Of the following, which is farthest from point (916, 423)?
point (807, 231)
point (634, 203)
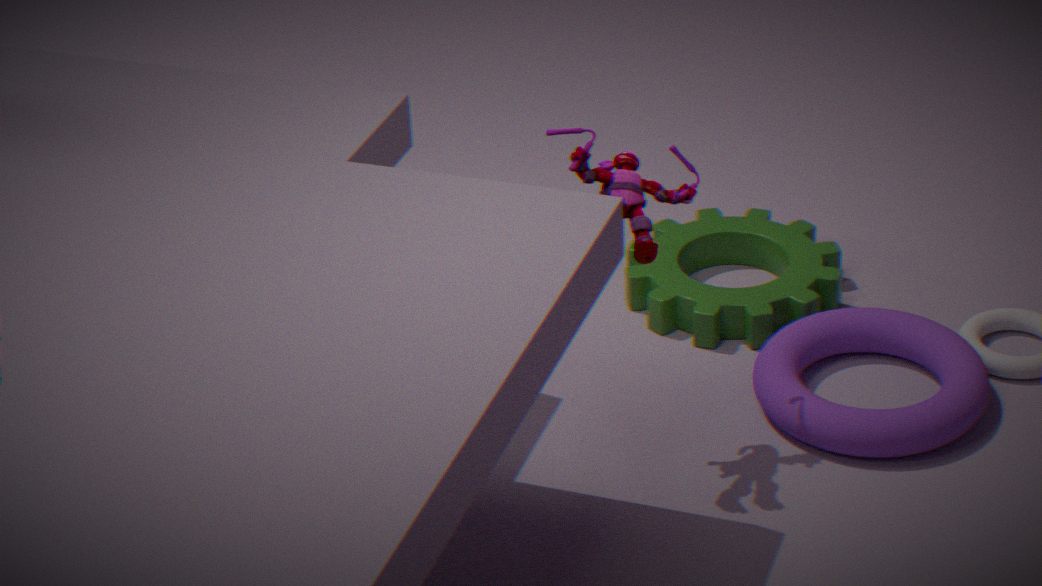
point (634, 203)
